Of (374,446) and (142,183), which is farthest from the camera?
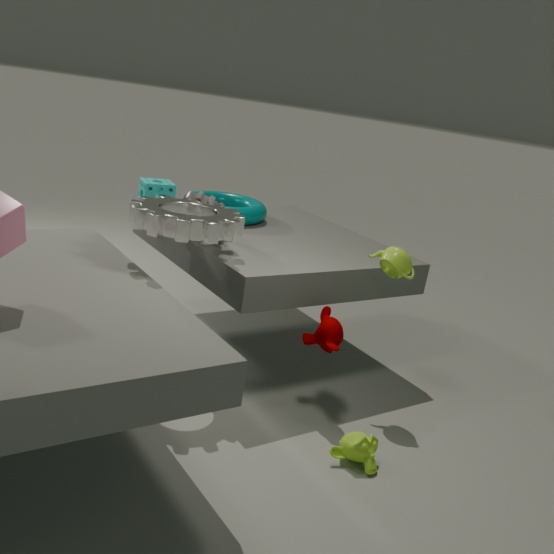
(142,183)
